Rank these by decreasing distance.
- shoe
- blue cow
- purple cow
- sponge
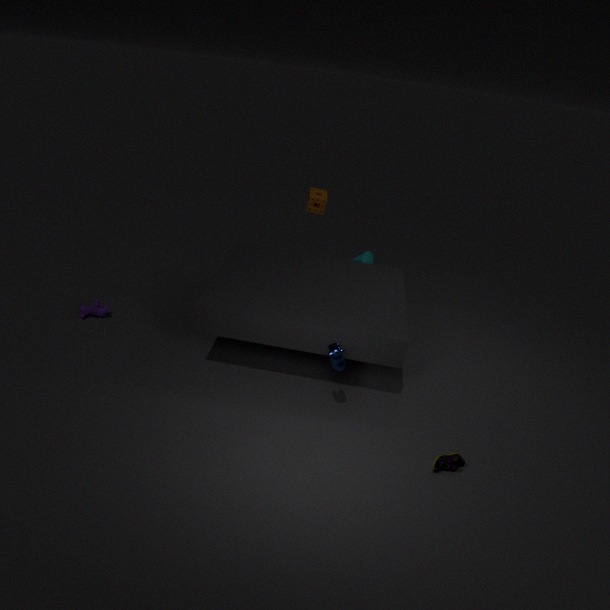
1. sponge
2. purple cow
3. blue cow
4. shoe
